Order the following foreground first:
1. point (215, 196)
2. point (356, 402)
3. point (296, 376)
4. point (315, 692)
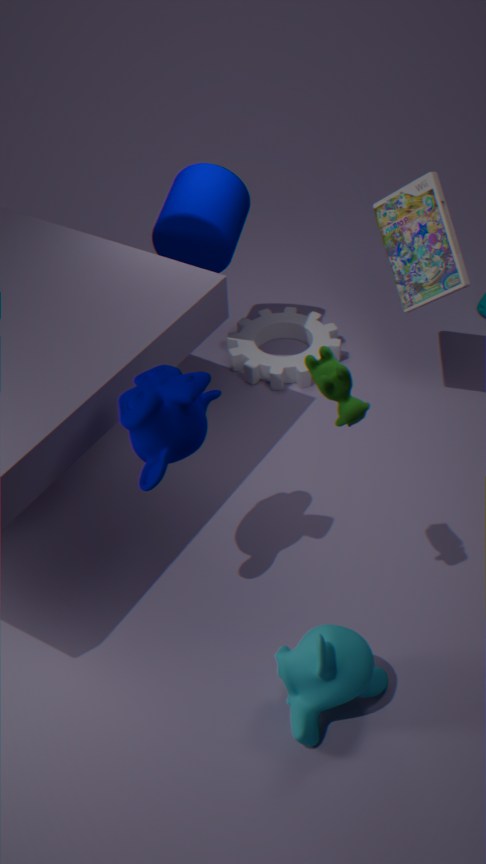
point (356, 402)
point (315, 692)
point (215, 196)
point (296, 376)
